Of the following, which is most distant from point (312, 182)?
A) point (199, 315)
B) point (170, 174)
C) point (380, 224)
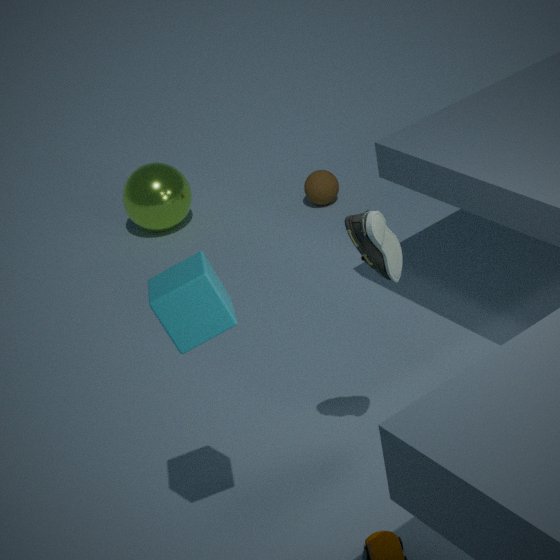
point (199, 315)
